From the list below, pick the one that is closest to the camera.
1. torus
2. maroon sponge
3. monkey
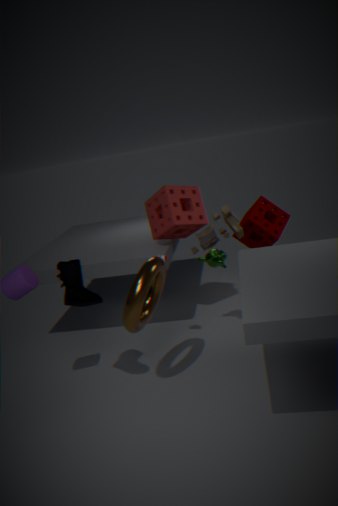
torus
